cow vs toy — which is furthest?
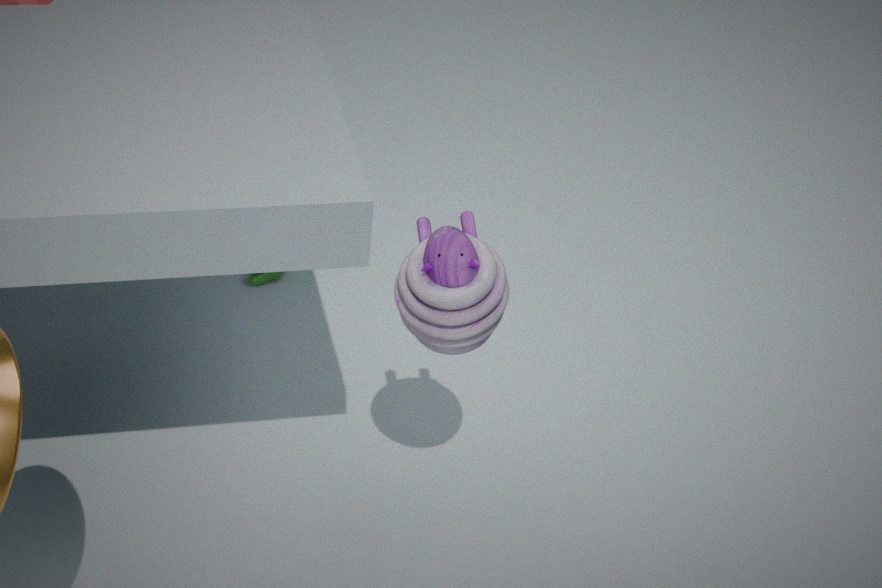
cow
